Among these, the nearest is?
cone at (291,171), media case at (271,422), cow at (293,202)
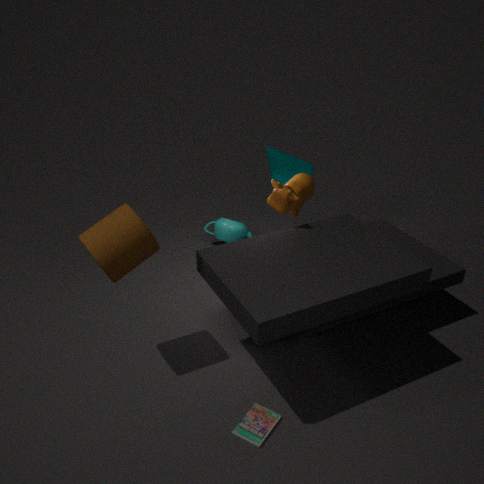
media case at (271,422)
